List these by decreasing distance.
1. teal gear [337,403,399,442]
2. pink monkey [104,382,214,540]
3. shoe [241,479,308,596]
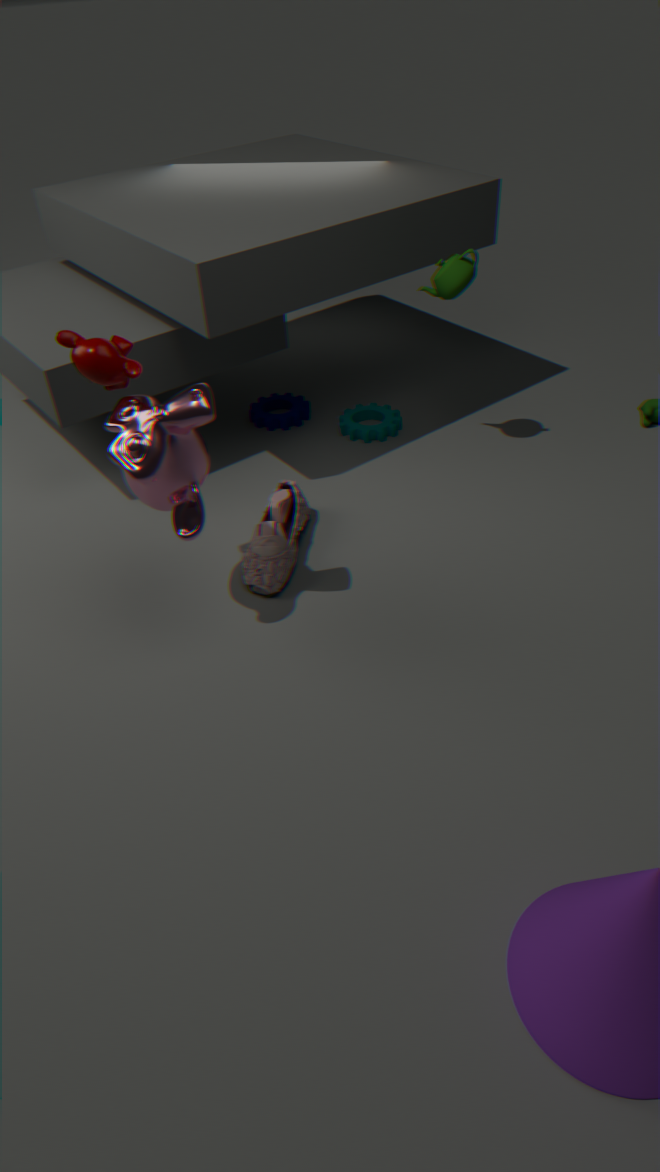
1. teal gear [337,403,399,442]
2. shoe [241,479,308,596]
3. pink monkey [104,382,214,540]
